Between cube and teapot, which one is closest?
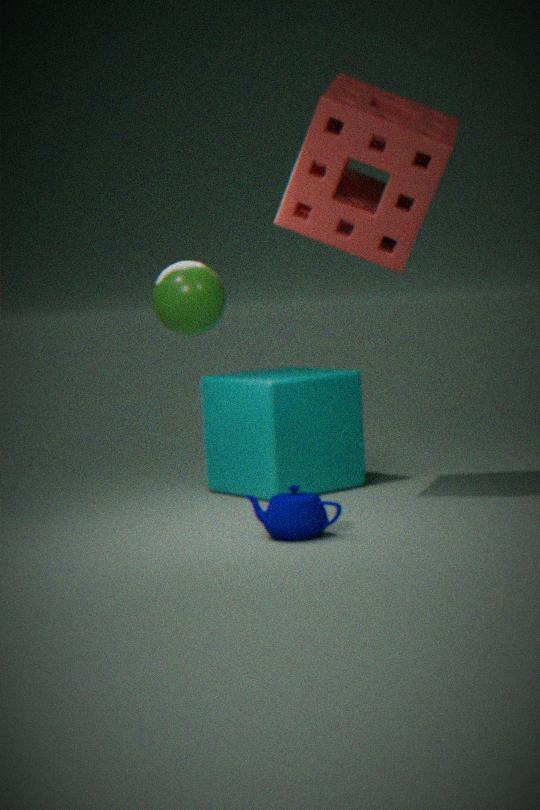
teapot
